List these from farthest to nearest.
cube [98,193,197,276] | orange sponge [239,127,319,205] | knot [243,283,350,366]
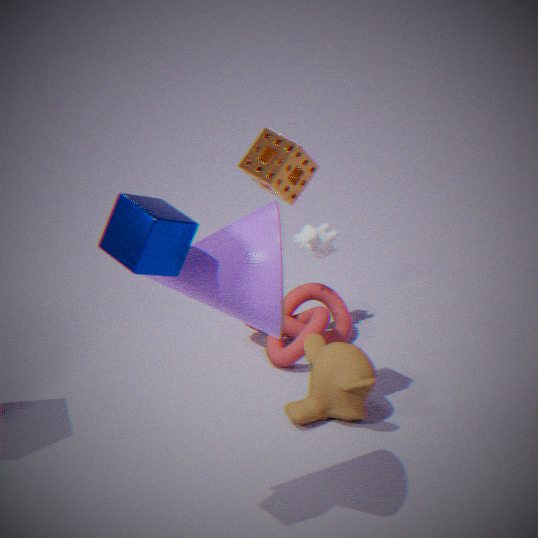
knot [243,283,350,366] → orange sponge [239,127,319,205] → cube [98,193,197,276]
